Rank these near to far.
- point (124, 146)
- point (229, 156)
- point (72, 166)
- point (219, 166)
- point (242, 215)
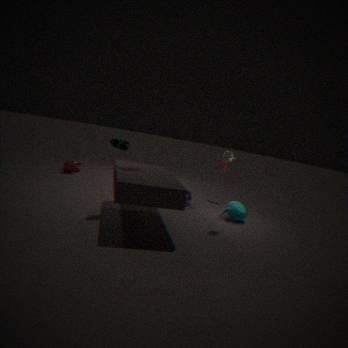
point (124, 146) → point (229, 156) → point (242, 215) → point (72, 166) → point (219, 166)
